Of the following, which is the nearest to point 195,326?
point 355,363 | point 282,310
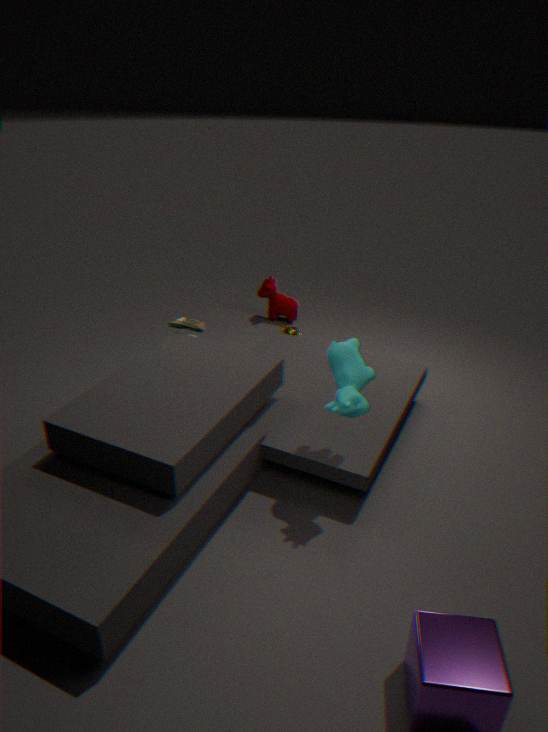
point 355,363
